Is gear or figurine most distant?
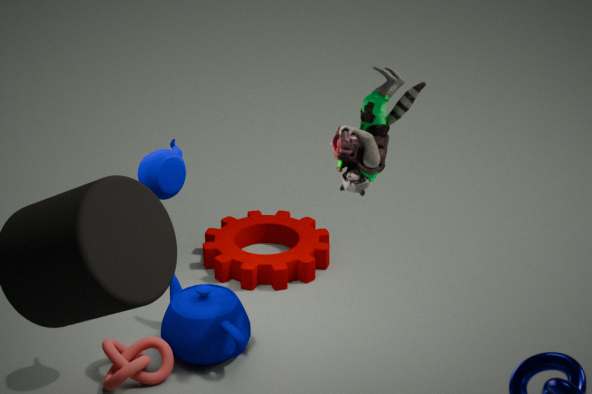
gear
